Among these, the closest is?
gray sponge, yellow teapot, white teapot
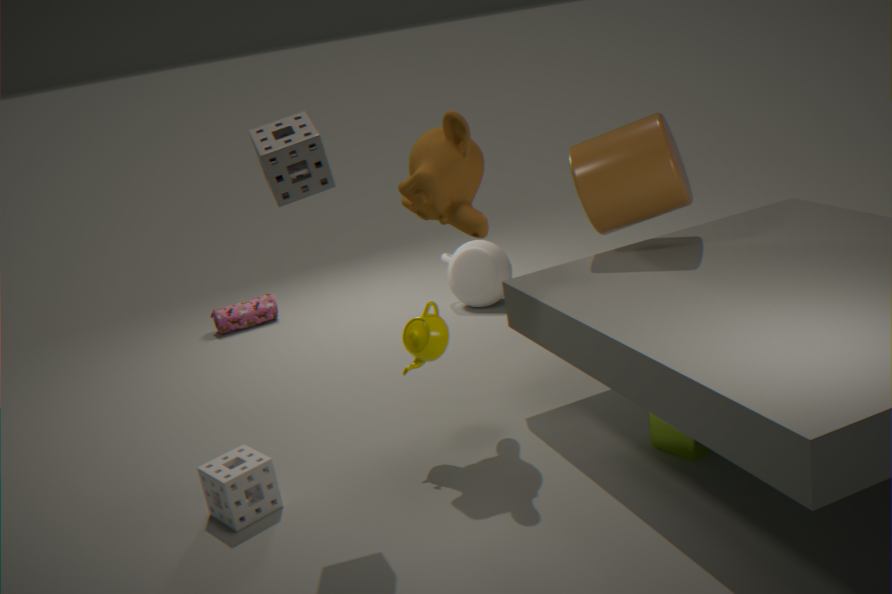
gray sponge
